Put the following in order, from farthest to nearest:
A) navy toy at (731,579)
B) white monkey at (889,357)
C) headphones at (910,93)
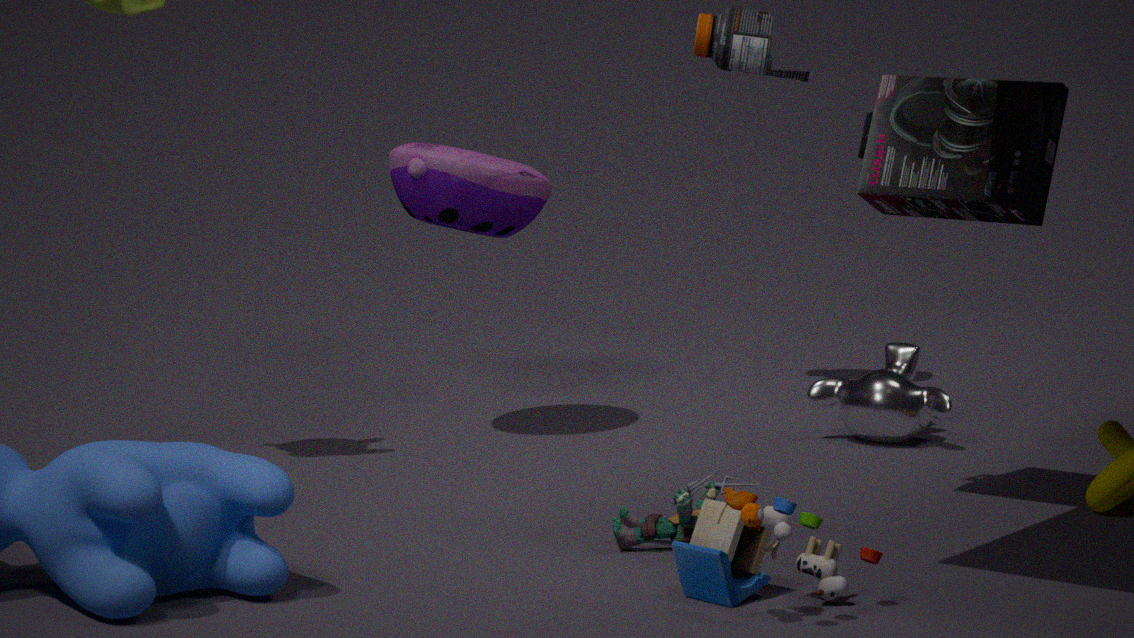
white monkey at (889,357) < headphones at (910,93) < navy toy at (731,579)
